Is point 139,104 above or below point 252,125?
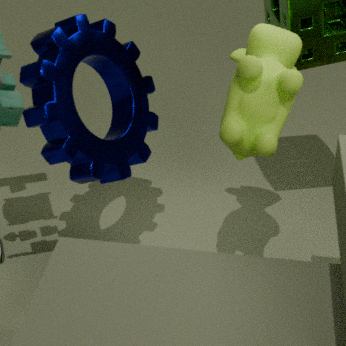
below
